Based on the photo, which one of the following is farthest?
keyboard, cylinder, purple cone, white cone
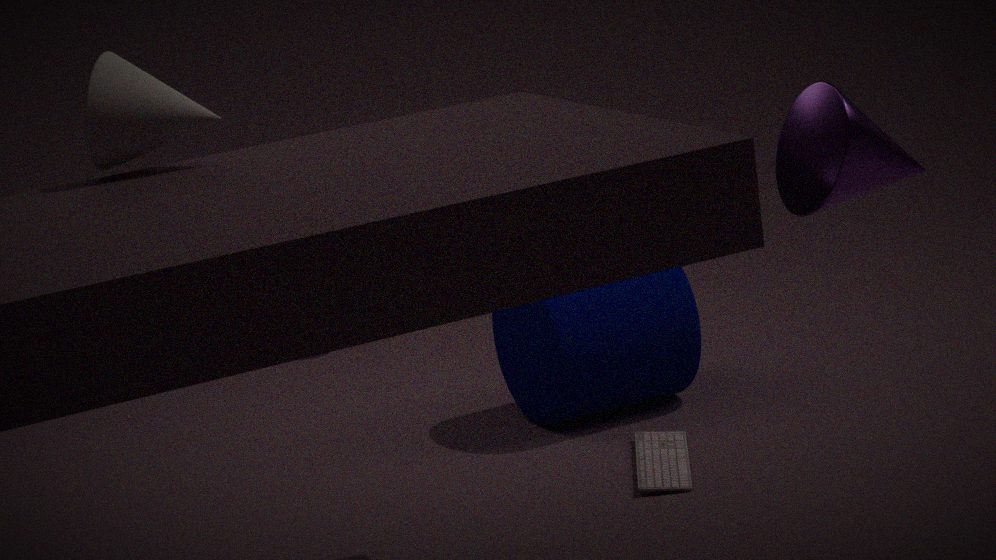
cylinder
